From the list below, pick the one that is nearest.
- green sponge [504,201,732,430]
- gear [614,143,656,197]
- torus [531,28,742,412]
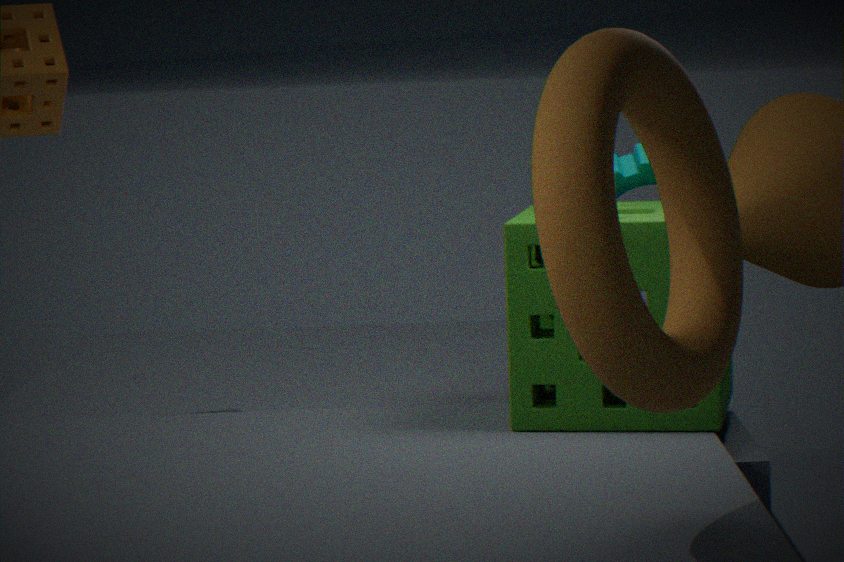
torus [531,28,742,412]
